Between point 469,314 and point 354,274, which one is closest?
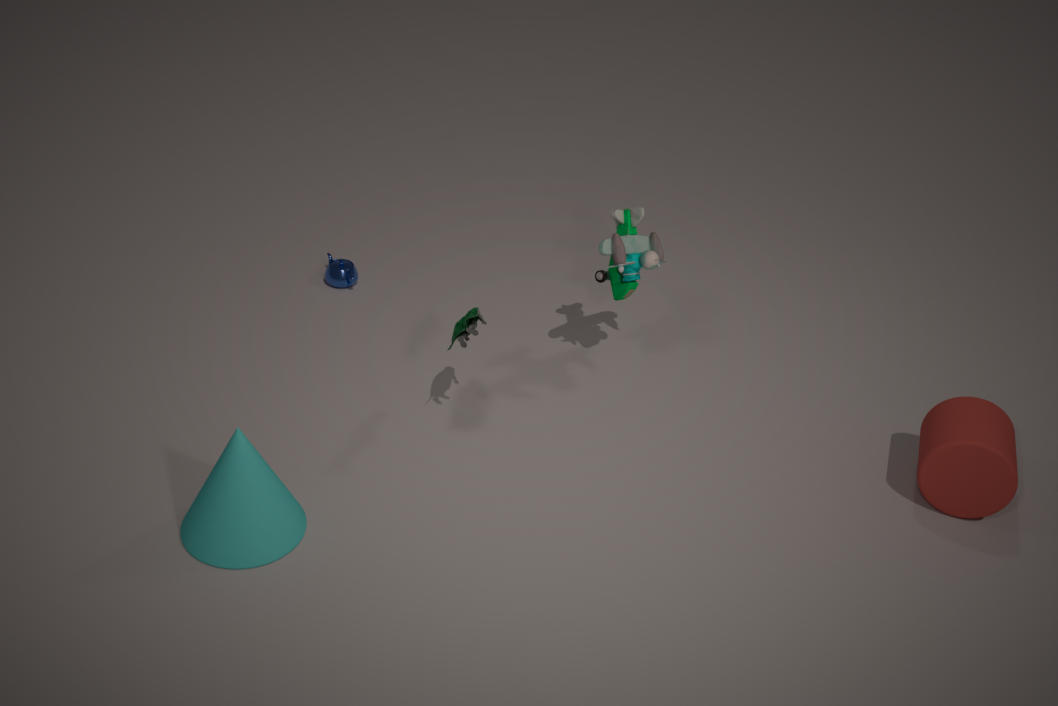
point 469,314
